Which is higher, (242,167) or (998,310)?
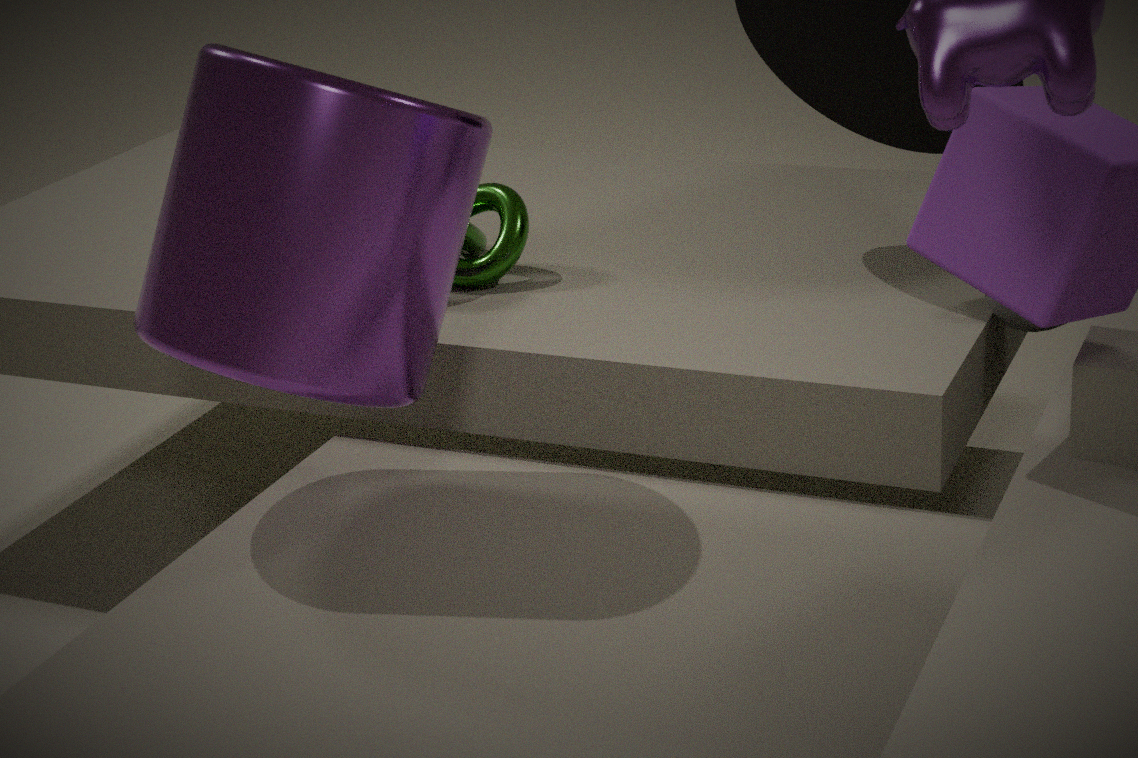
(242,167)
